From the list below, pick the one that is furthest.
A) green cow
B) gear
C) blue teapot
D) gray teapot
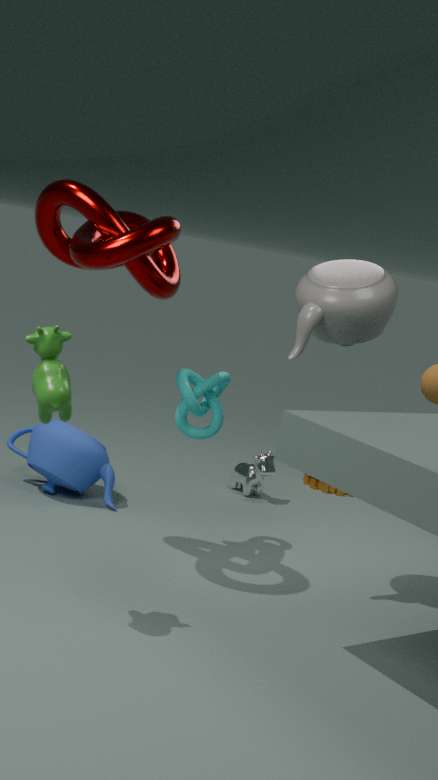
gear
